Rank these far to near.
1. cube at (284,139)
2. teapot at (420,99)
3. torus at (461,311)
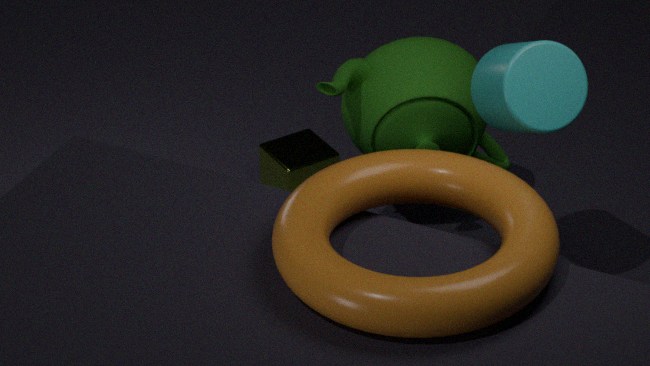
cube at (284,139), teapot at (420,99), torus at (461,311)
